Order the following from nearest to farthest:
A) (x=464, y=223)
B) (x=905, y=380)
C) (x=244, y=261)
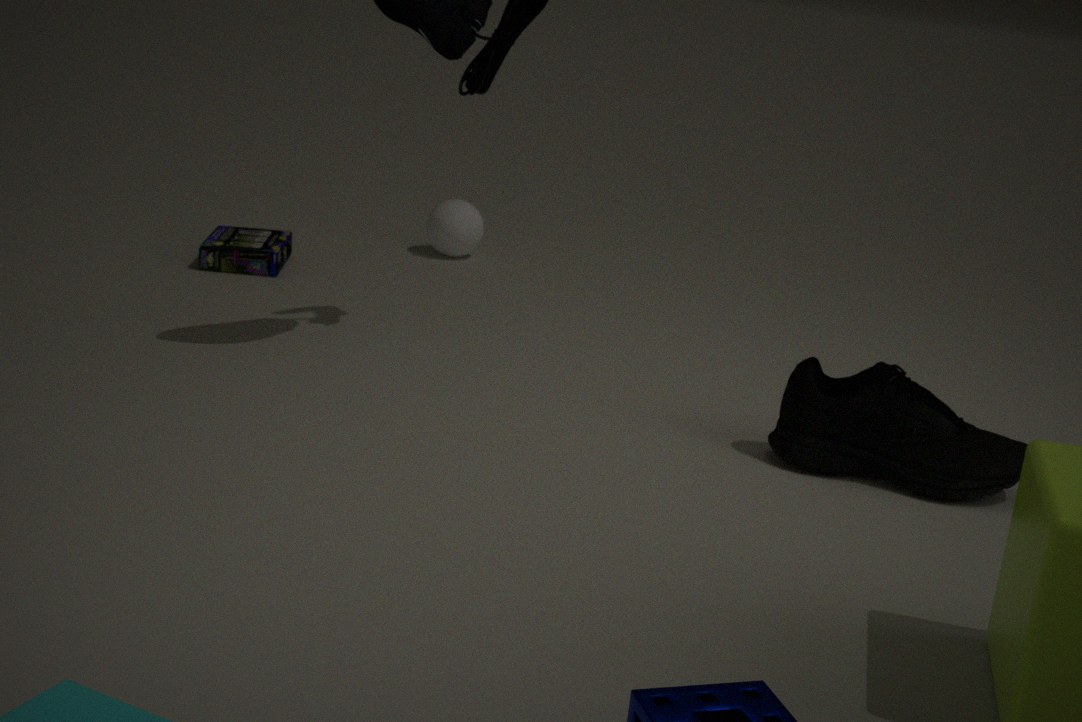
(x=905, y=380), (x=244, y=261), (x=464, y=223)
